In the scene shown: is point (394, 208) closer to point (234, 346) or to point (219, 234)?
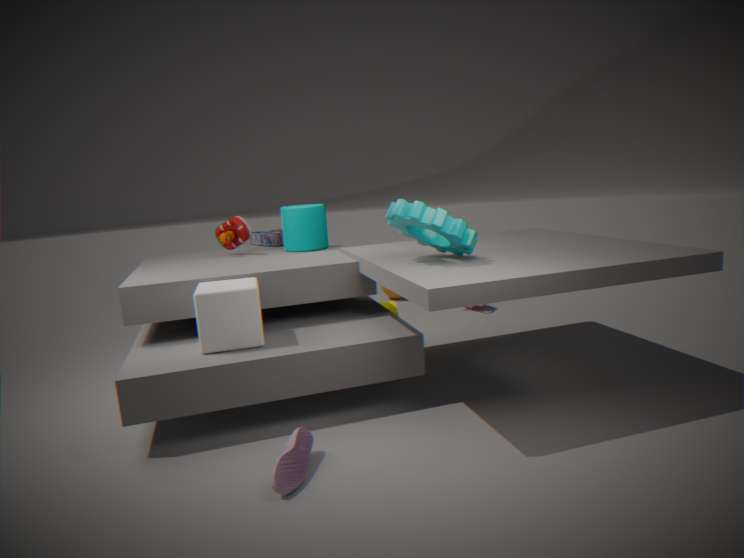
point (234, 346)
